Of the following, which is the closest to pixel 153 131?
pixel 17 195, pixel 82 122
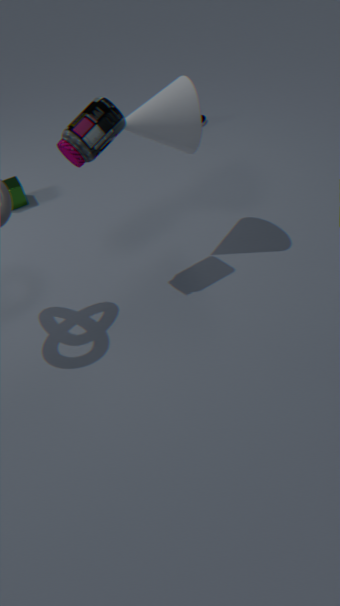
pixel 82 122
